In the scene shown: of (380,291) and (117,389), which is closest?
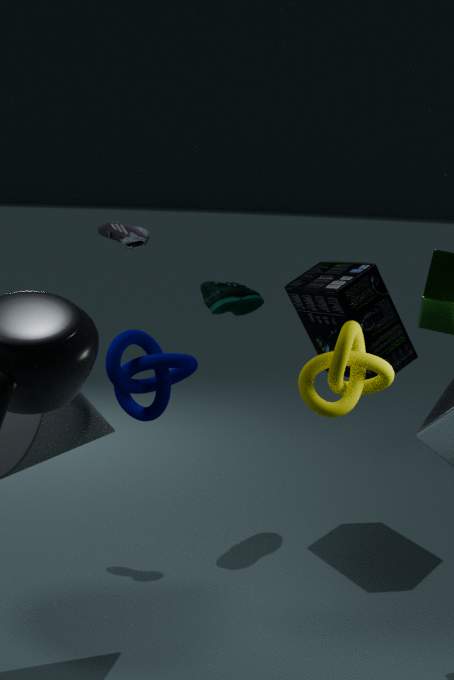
(117,389)
